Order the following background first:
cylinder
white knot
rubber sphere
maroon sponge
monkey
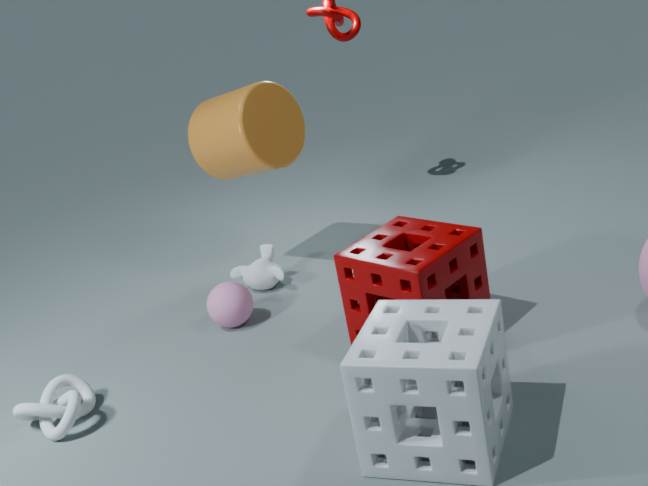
1. monkey
2. cylinder
3. rubber sphere
4. white knot
5. maroon sponge
